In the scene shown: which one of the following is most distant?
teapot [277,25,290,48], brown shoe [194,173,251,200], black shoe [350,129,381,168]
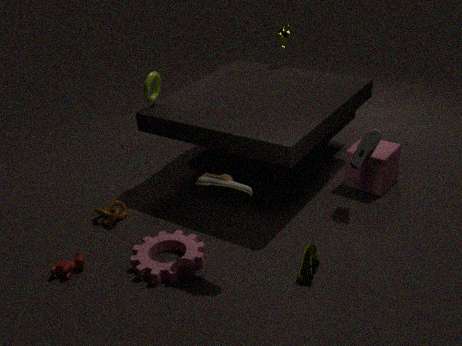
teapot [277,25,290,48]
